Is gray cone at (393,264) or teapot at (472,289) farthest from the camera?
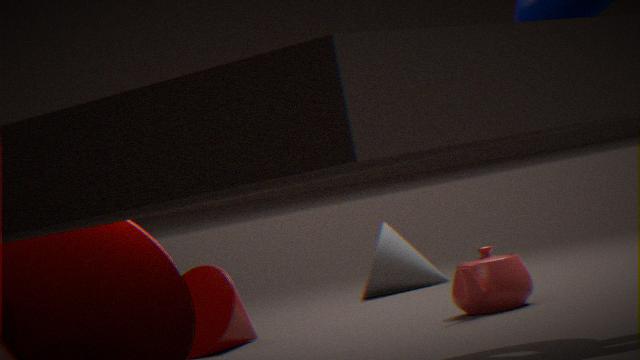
gray cone at (393,264)
